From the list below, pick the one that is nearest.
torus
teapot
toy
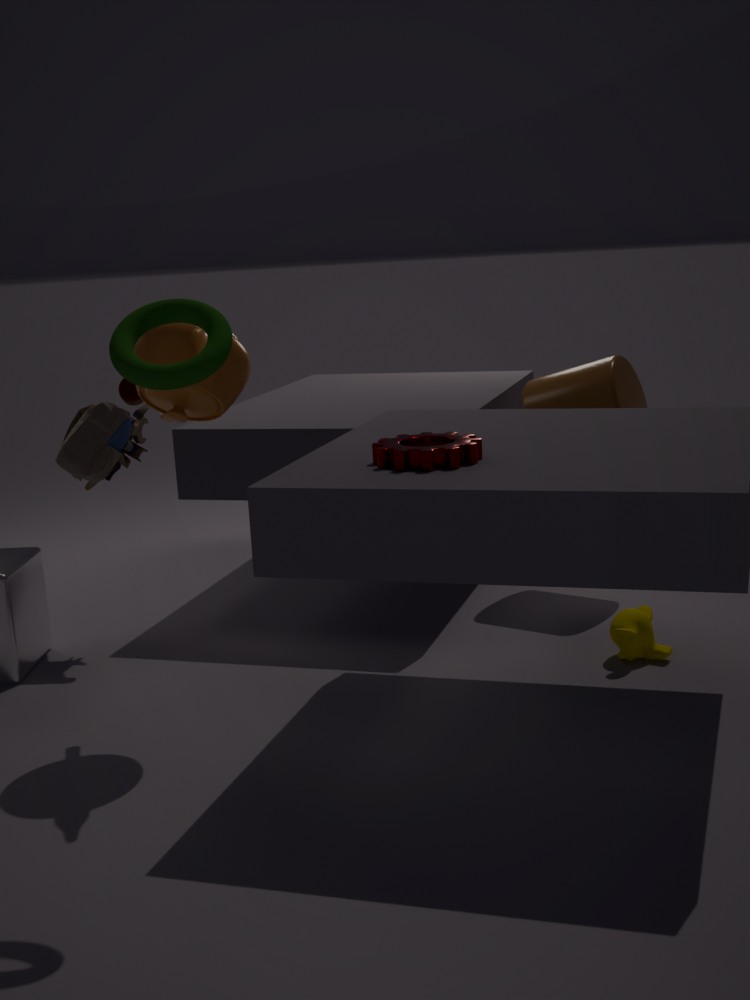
torus
